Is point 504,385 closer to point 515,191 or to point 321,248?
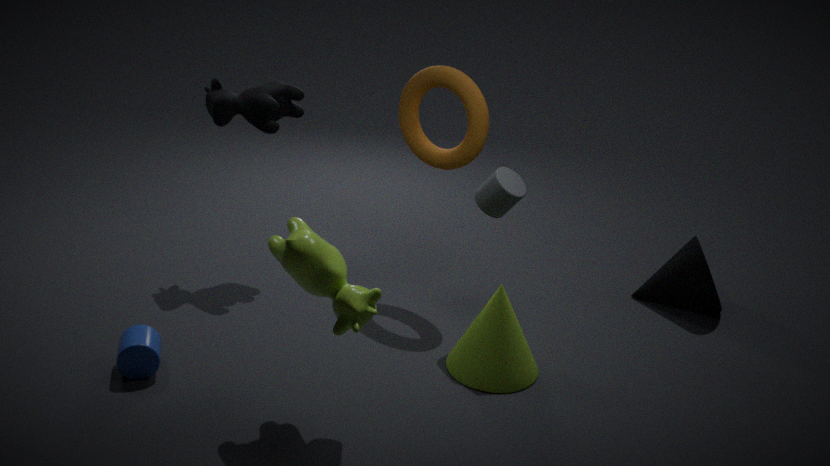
point 515,191
